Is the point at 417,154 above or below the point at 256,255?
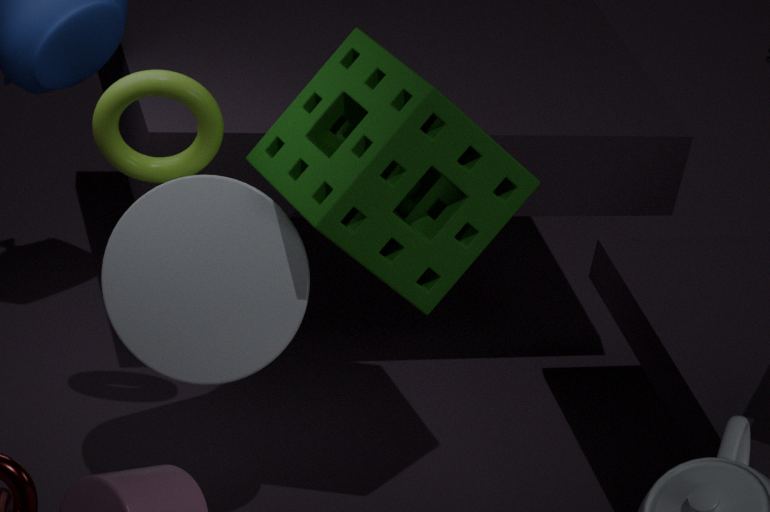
above
